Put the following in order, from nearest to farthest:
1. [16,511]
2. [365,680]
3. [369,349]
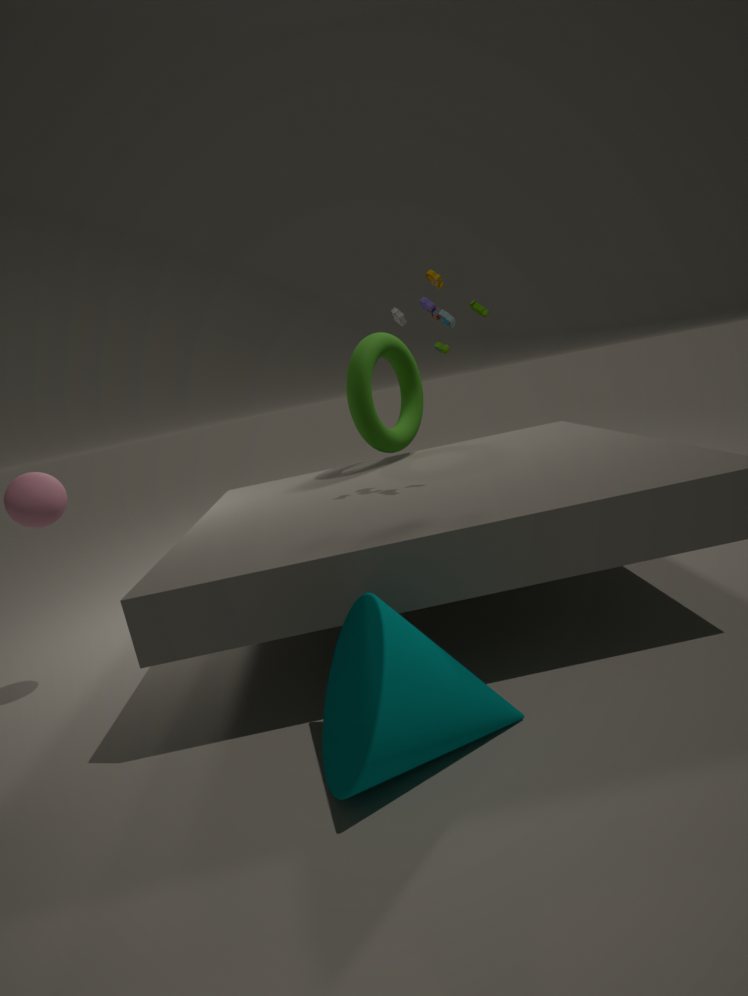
[365,680] < [16,511] < [369,349]
